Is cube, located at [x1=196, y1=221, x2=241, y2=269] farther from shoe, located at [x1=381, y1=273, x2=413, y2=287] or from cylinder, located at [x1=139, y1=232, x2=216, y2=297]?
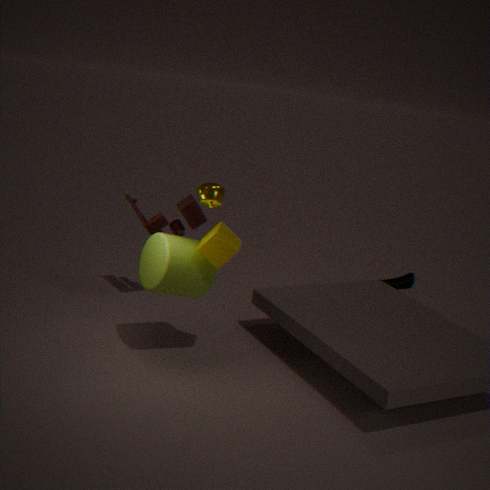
shoe, located at [x1=381, y1=273, x2=413, y2=287]
